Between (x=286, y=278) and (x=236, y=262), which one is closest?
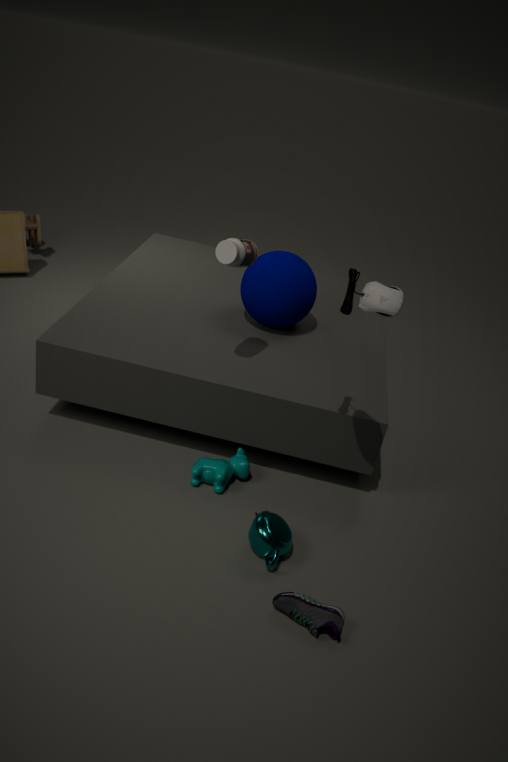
(x=236, y=262)
